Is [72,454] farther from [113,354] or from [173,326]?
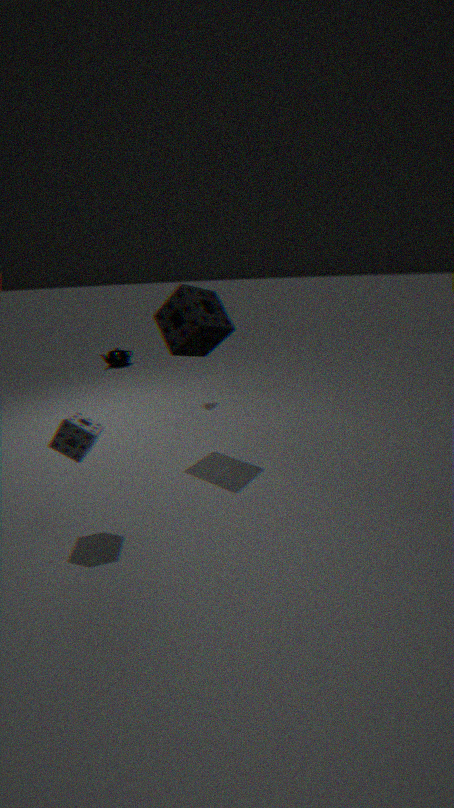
[113,354]
